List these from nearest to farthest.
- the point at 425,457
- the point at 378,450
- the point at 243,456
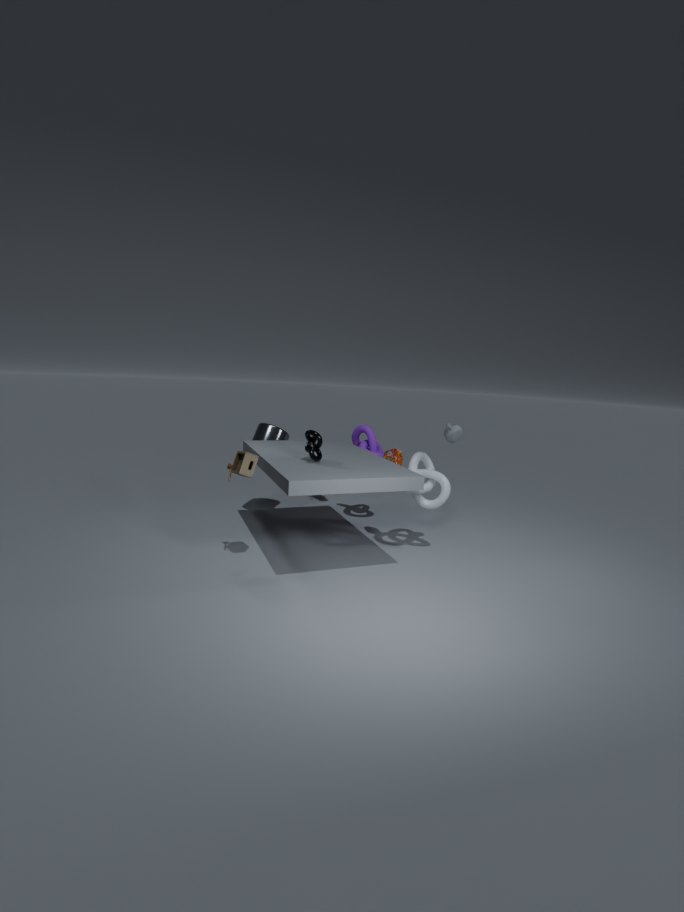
1. the point at 243,456
2. the point at 425,457
3. the point at 378,450
